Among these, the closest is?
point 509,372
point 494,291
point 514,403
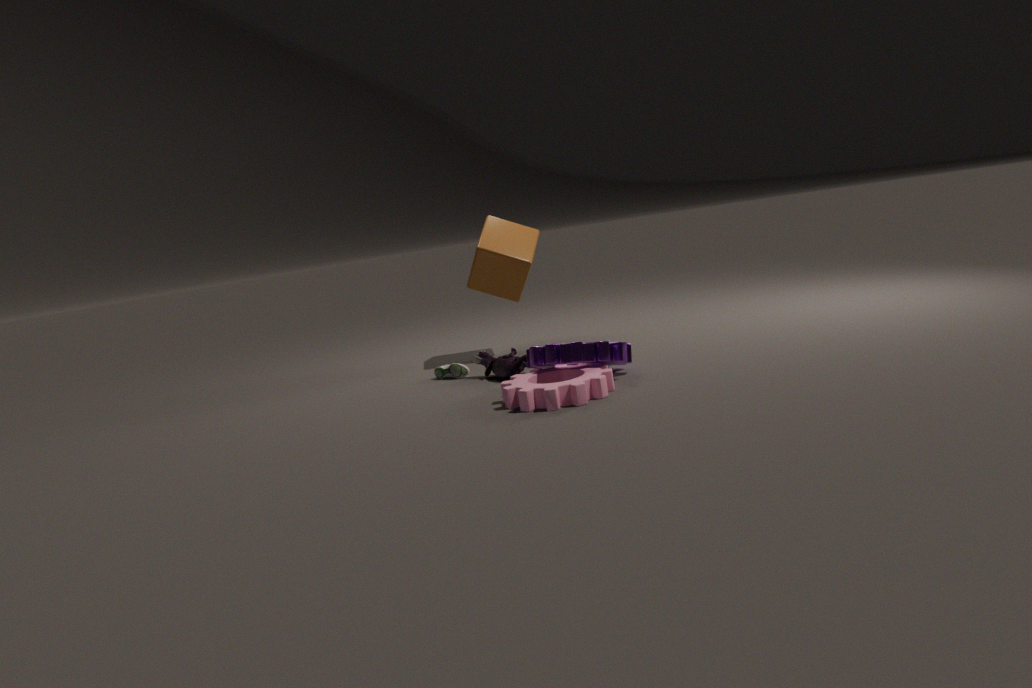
point 514,403
